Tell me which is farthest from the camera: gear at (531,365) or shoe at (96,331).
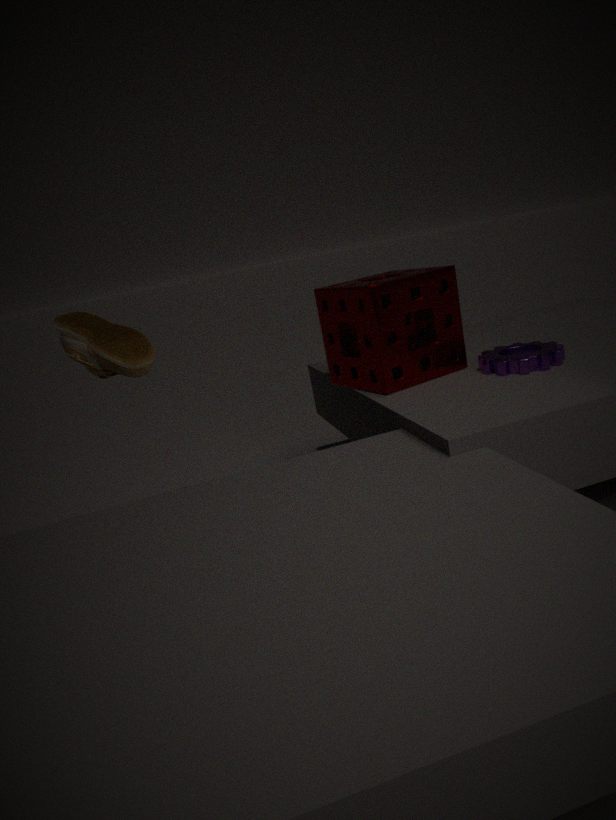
gear at (531,365)
